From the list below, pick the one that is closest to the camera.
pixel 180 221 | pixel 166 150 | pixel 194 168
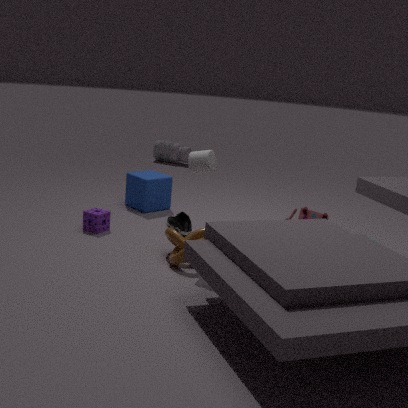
pixel 194 168
